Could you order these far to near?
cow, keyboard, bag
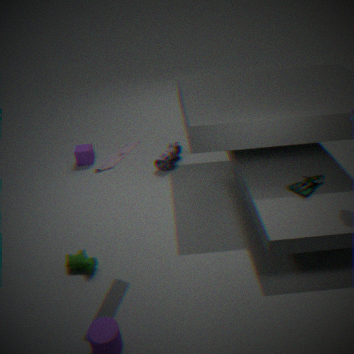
bag < cow < keyboard
